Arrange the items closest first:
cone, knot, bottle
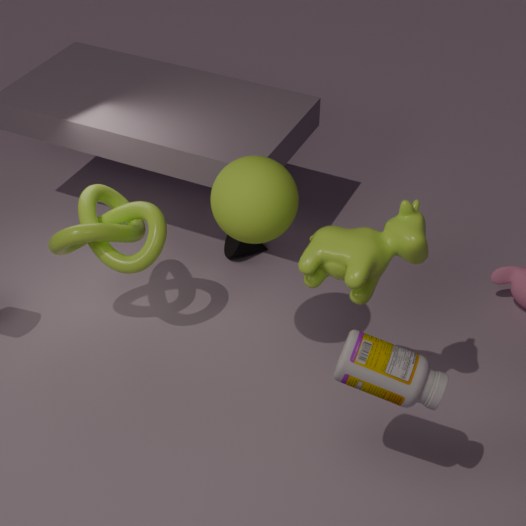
bottle → knot → cone
